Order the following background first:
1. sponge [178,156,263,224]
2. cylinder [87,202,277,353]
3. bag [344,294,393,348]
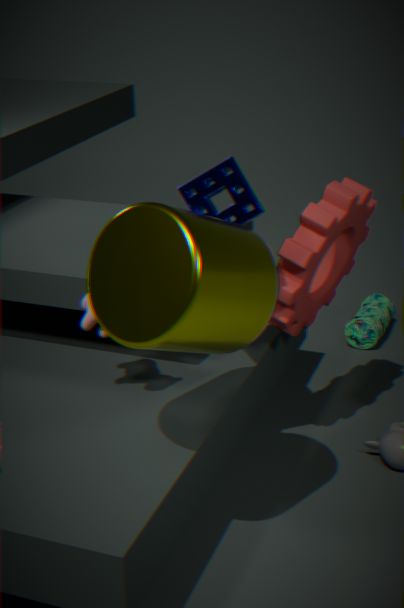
bag [344,294,393,348] < sponge [178,156,263,224] < cylinder [87,202,277,353]
